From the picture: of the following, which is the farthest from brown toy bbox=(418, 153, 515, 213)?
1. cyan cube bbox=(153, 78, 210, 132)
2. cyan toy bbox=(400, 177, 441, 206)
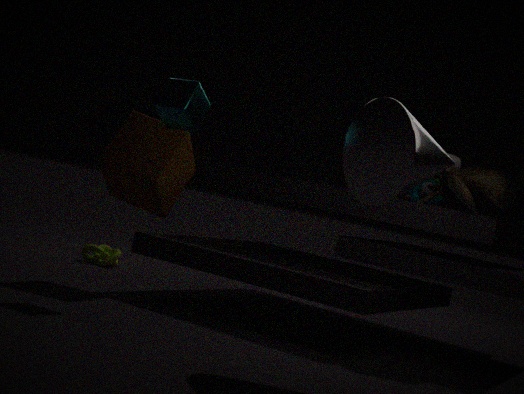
cyan cube bbox=(153, 78, 210, 132)
